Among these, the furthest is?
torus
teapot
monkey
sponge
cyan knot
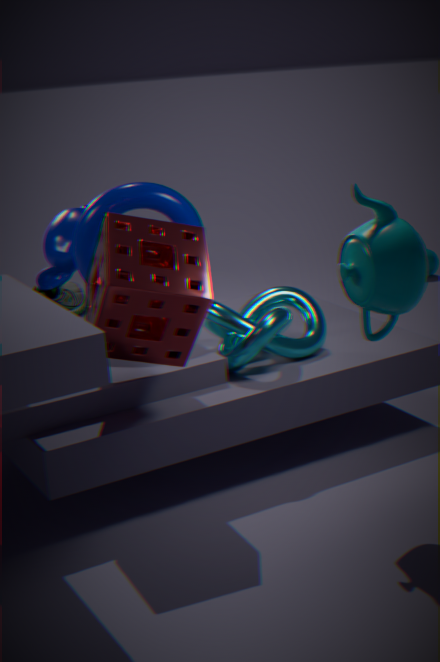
monkey
